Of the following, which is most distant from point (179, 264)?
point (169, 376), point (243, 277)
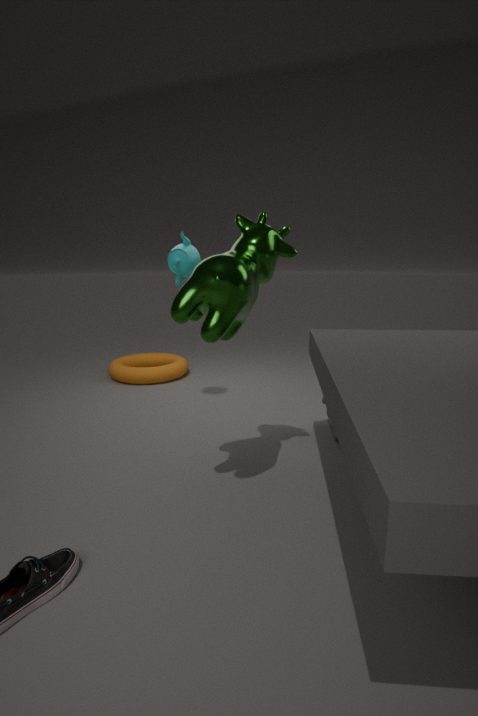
point (169, 376)
